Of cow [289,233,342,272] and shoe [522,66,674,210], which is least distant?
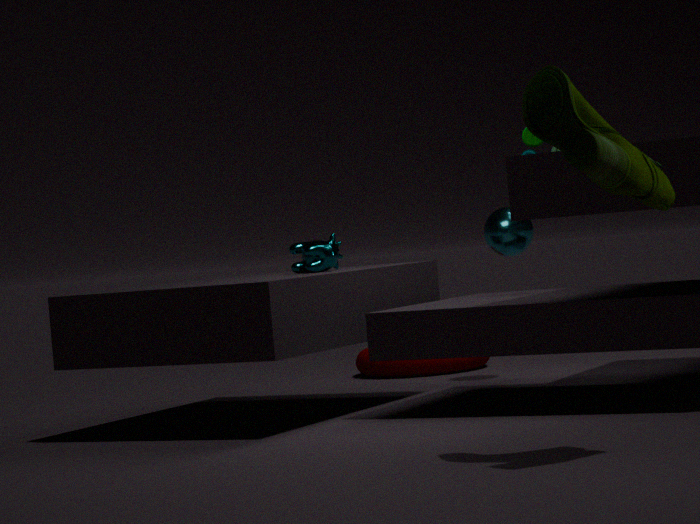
shoe [522,66,674,210]
